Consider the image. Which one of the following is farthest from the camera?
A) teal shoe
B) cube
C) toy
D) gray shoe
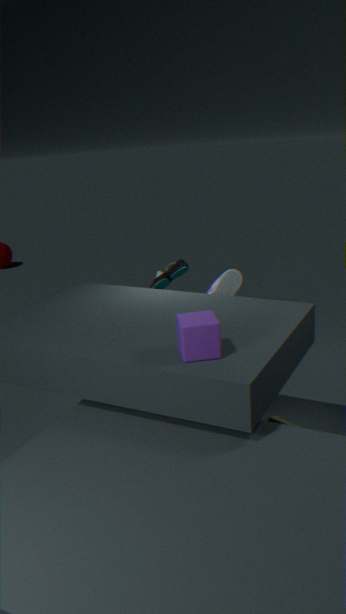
teal shoe
